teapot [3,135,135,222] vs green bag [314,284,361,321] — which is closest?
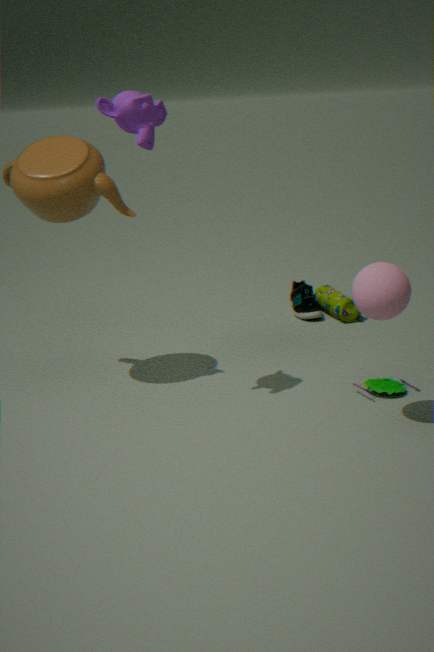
teapot [3,135,135,222]
